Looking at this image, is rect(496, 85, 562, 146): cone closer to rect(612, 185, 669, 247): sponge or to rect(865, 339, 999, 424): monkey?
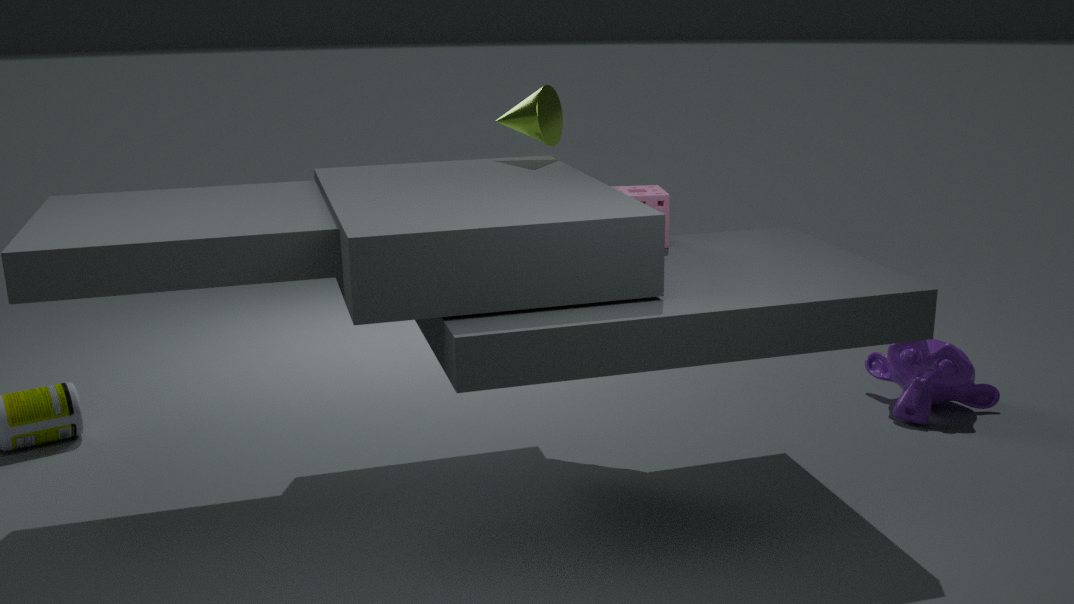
rect(612, 185, 669, 247): sponge
